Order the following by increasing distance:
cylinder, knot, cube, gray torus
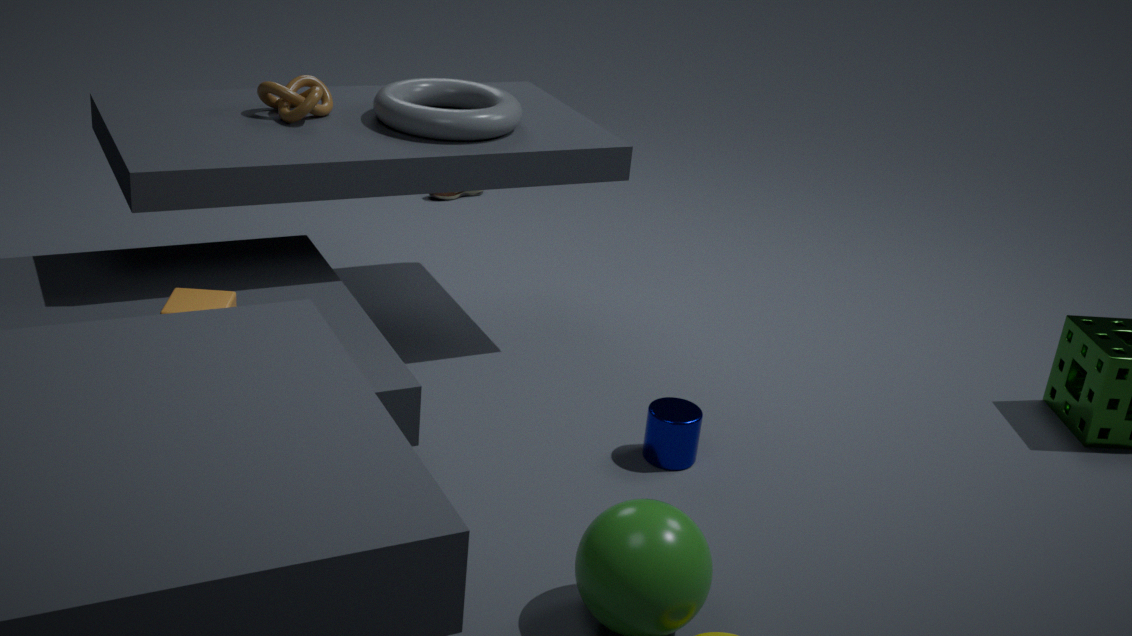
cube < cylinder < gray torus < knot
